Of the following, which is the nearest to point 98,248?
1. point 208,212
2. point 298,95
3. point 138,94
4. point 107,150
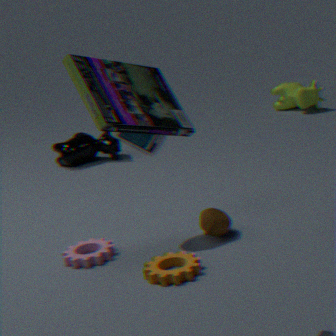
point 208,212
